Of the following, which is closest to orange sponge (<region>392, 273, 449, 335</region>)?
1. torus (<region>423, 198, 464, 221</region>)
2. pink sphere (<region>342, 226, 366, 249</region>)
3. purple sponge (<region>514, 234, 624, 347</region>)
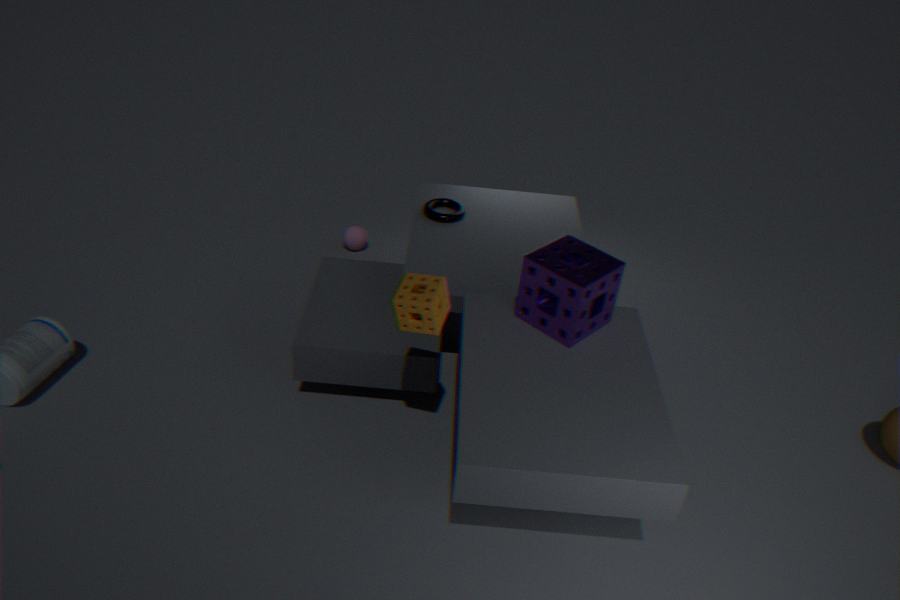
purple sponge (<region>514, 234, 624, 347</region>)
